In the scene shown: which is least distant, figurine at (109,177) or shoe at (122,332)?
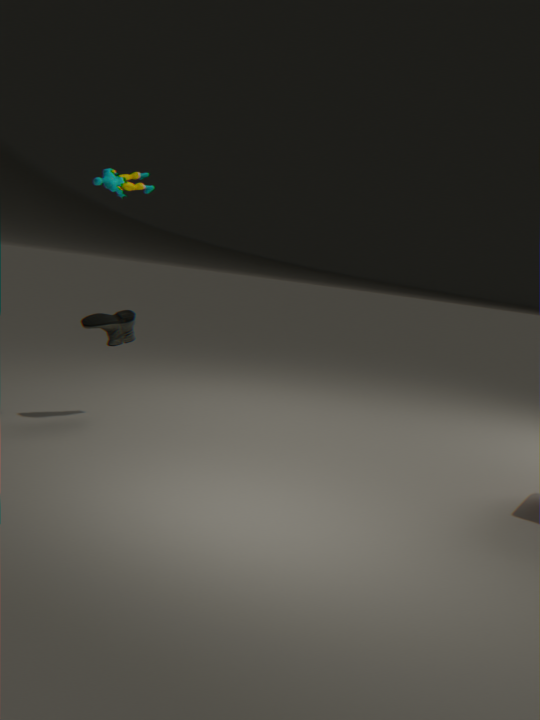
figurine at (109,177)
